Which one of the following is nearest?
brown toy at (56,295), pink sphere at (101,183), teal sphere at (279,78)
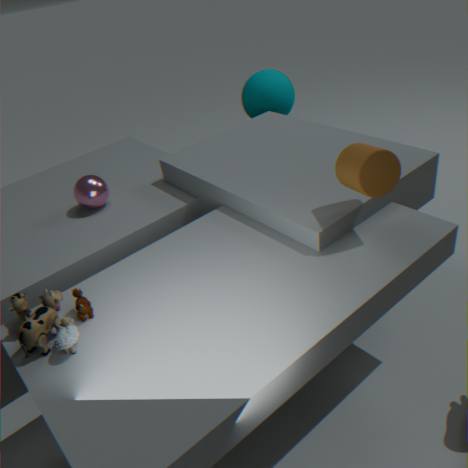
brown toy at (56,295)
